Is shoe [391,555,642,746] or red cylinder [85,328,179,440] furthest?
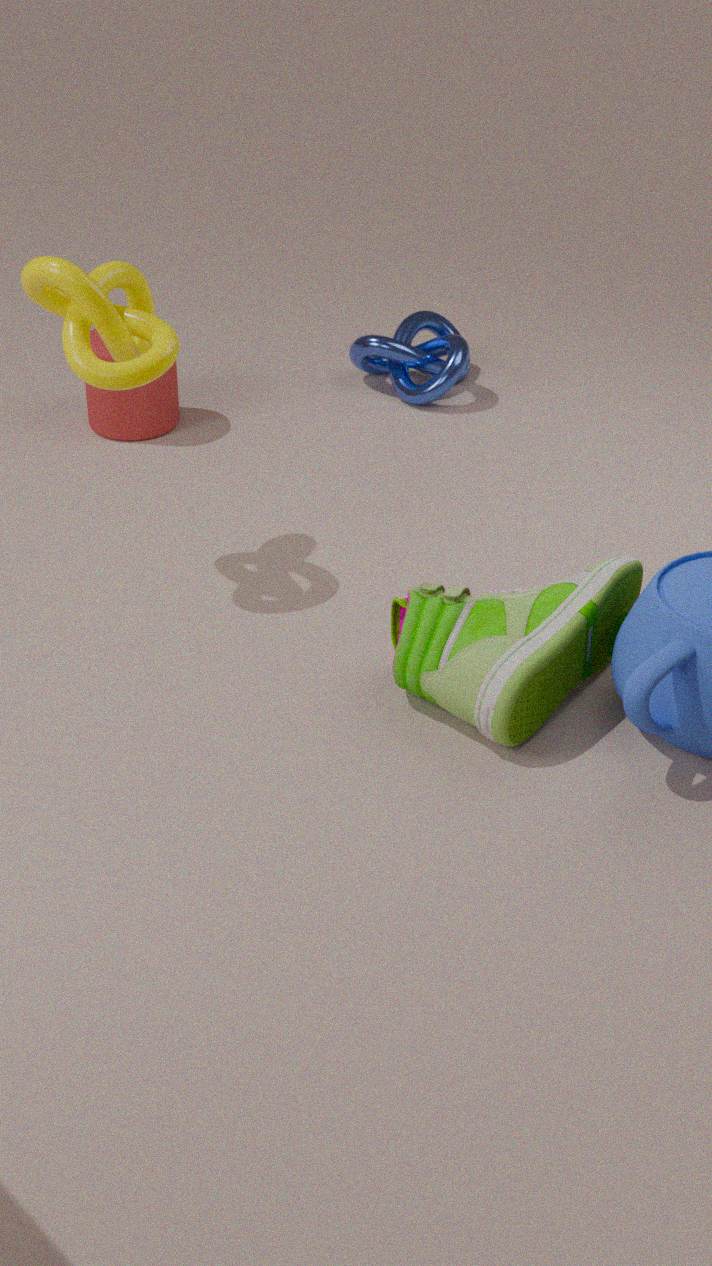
red cylinder [85,328,179,440]
